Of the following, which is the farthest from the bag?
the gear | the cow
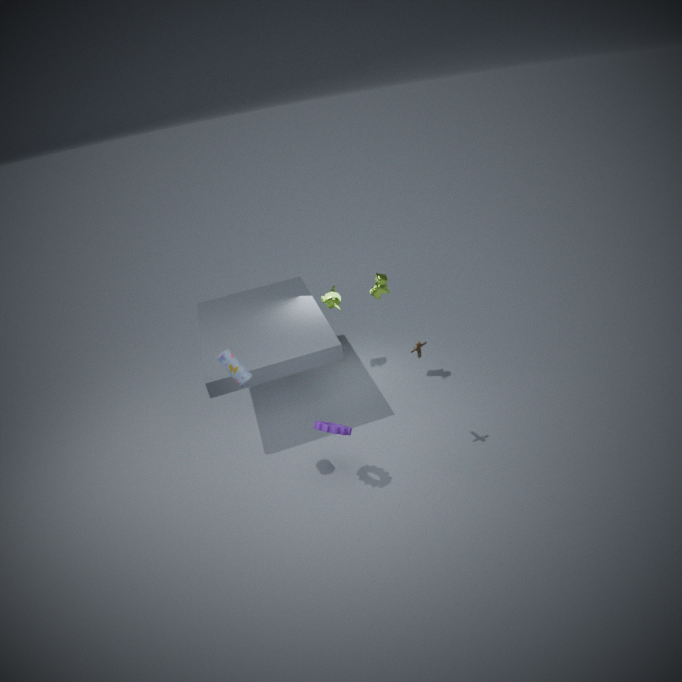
the cow
